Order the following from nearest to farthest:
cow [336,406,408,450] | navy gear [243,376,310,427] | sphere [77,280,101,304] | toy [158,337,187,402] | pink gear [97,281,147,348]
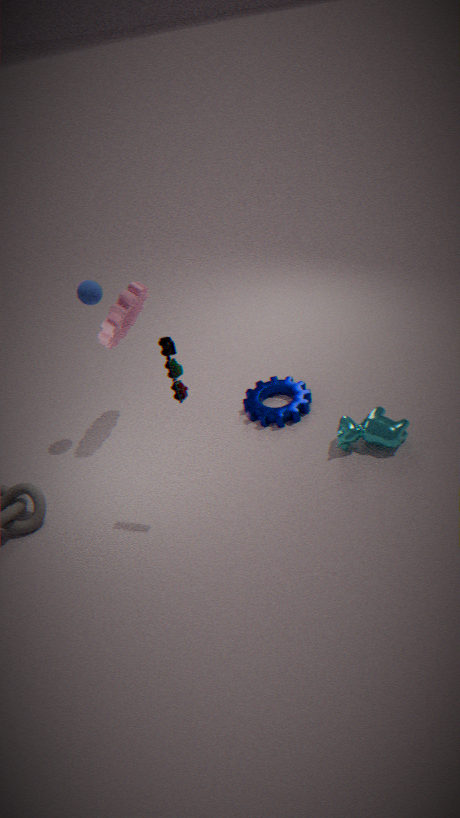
toy [158,337,187,402] → cow [336,406,408,450] → sphere [77,280,101,304] → pink gear [97,281,147,348] → navy gear [243,376,310,427]
